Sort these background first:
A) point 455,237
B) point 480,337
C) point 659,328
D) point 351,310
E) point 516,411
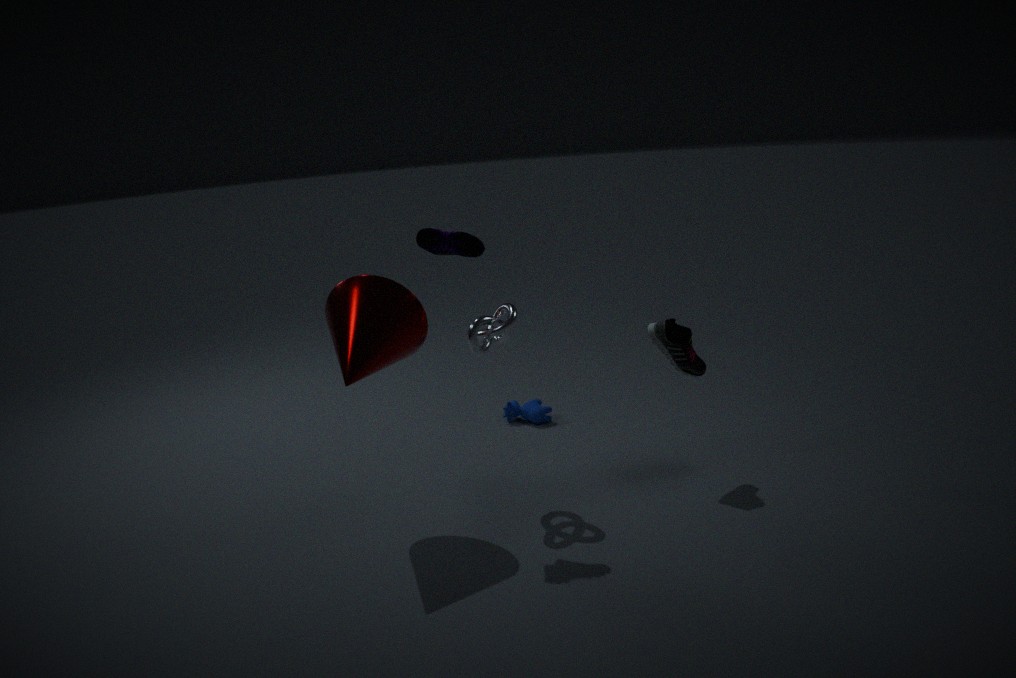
point 516,411
point 659,328
point 480,337
point 455,237
point 351,310
